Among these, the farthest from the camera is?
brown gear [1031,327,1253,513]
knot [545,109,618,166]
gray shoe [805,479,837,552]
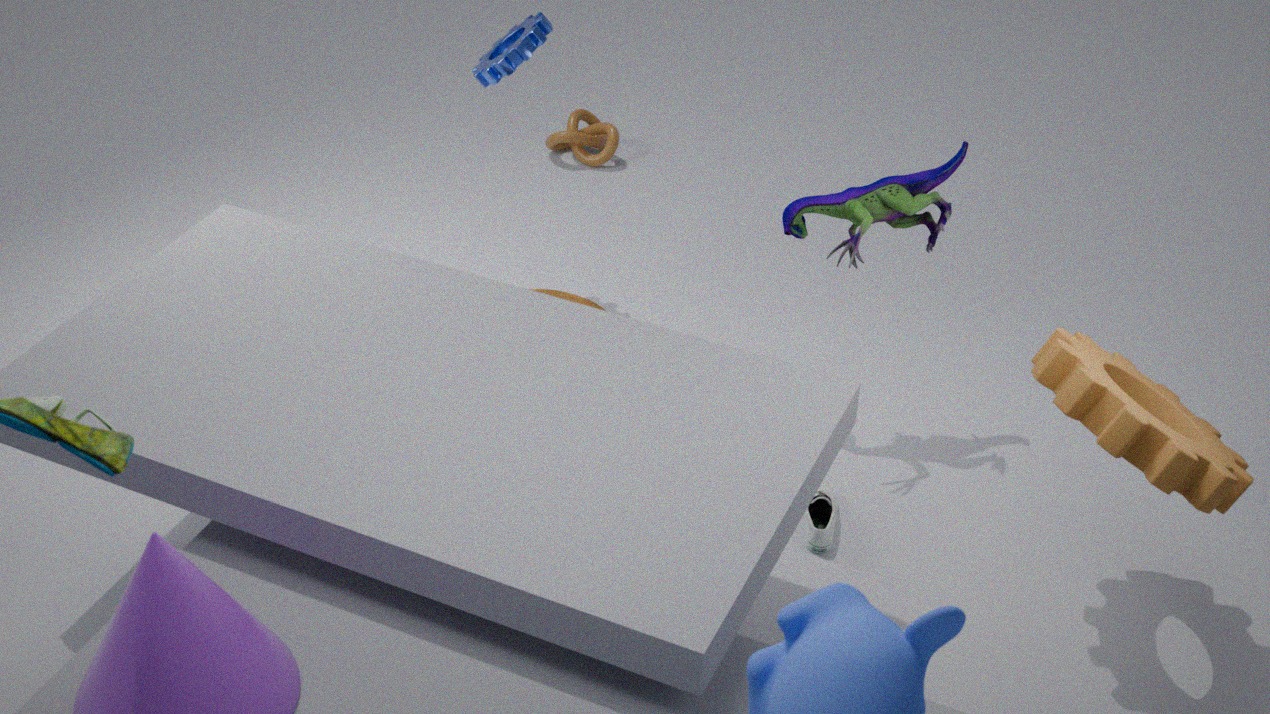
knot [545,109,618,166]
